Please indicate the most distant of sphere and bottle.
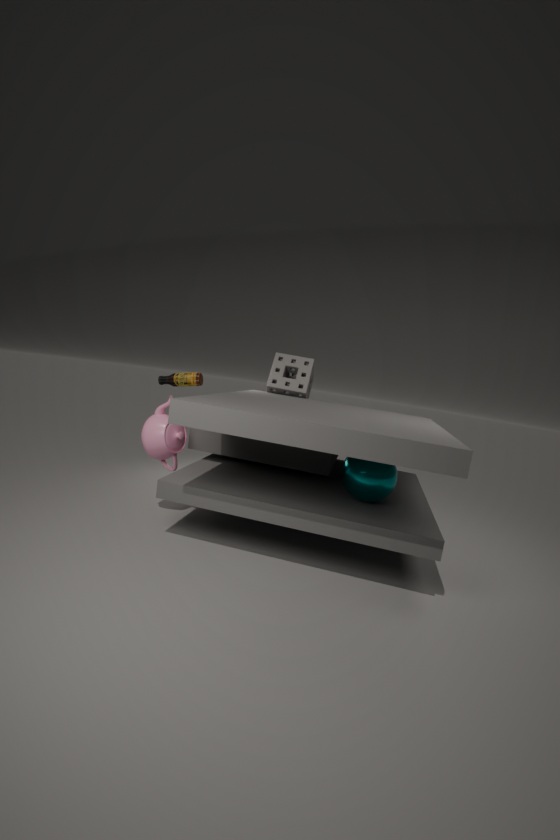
bottle
